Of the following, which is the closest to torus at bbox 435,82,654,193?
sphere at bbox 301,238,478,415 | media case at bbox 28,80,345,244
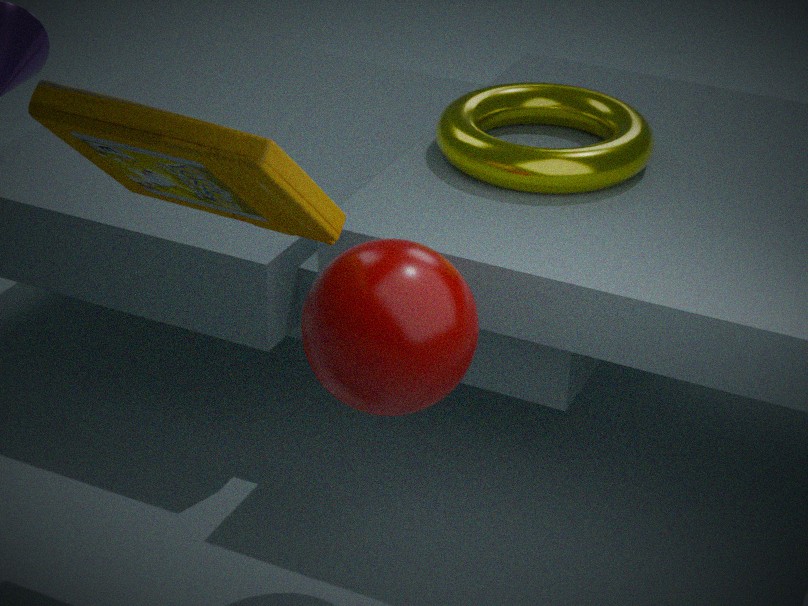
sphere at bbox 301,238,478,415
